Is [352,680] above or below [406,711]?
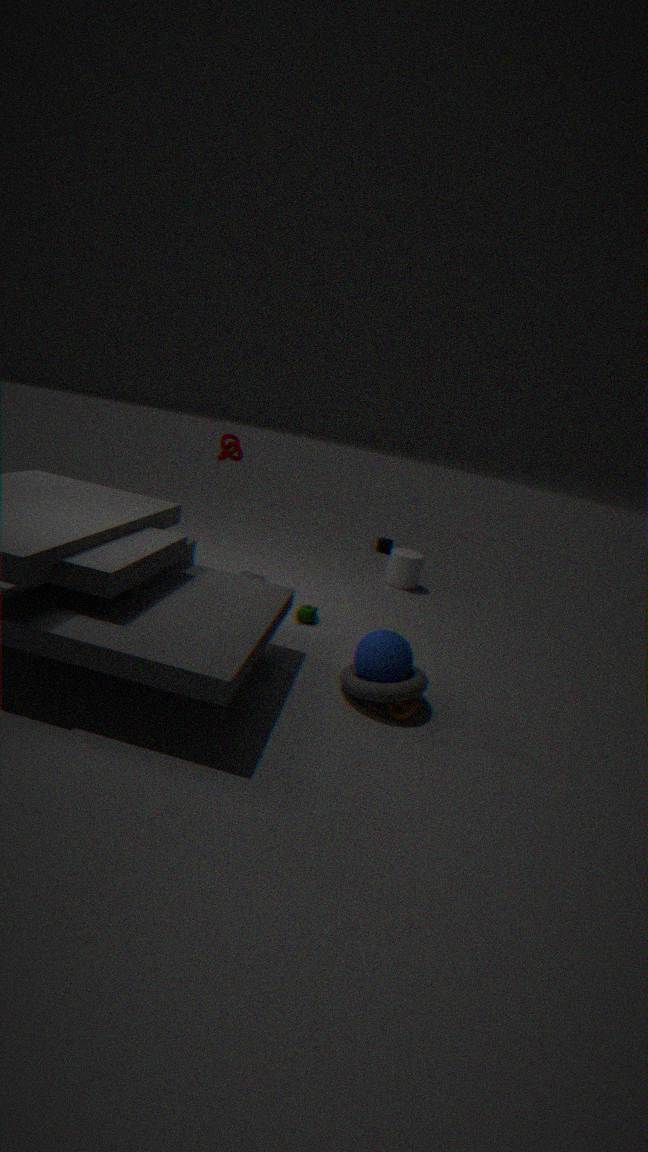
above
